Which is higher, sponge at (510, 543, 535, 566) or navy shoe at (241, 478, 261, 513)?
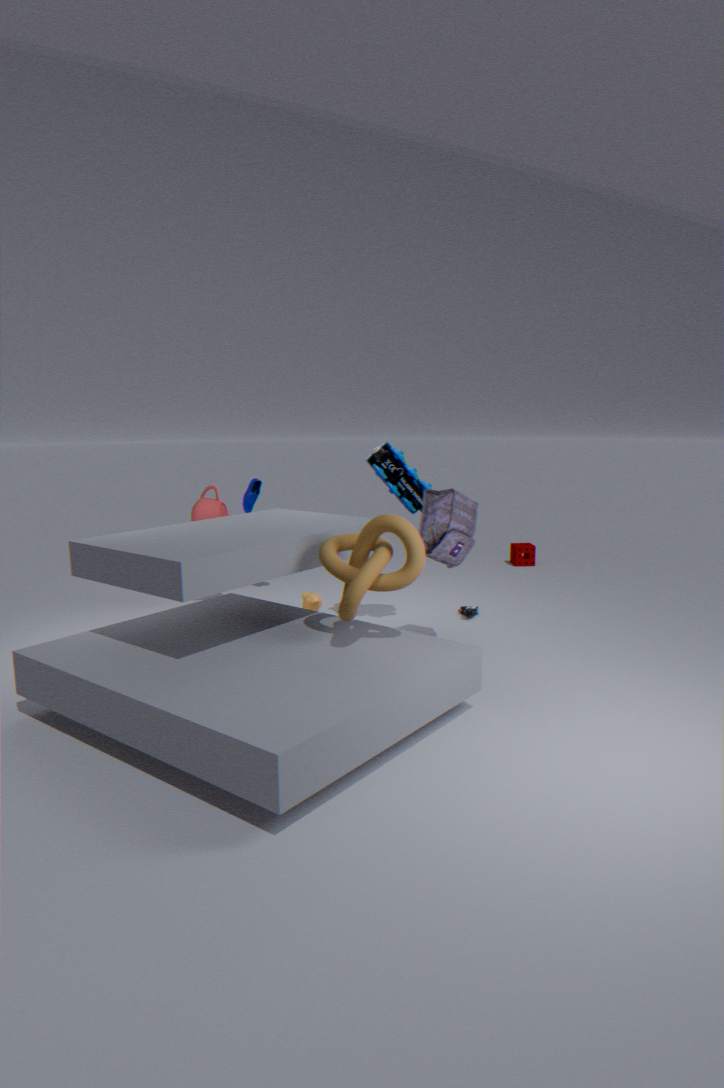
navy shoe at (241, 478, 261, 513)
